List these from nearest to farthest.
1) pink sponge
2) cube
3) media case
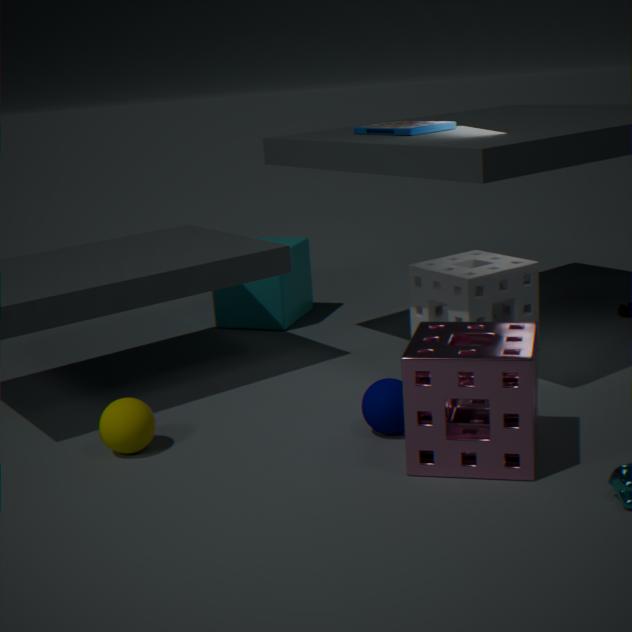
1. pink sponge < 3. media case < 2. cube
